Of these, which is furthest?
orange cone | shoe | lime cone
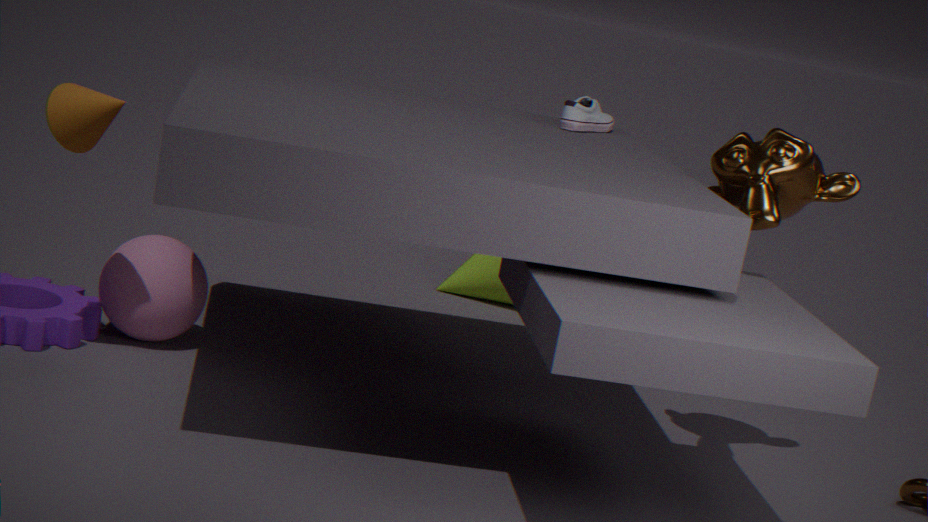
lime cone
